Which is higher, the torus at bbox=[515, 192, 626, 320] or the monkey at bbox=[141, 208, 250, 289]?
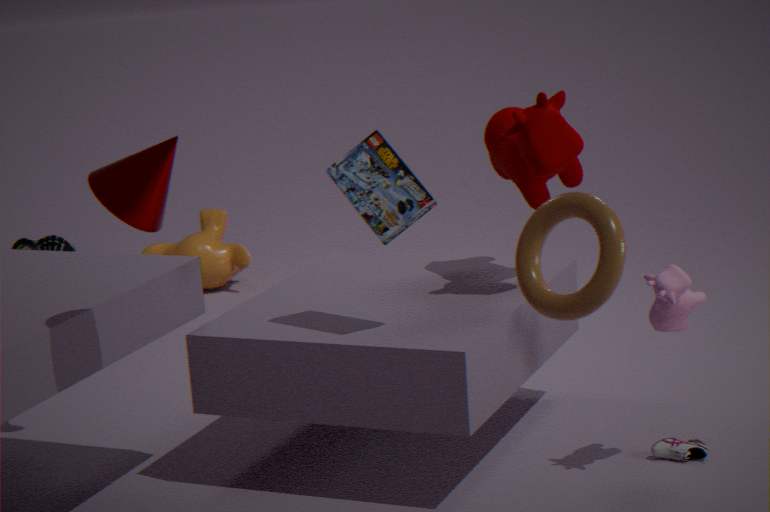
the torus at bbox=[515, 192, 626, 320]
